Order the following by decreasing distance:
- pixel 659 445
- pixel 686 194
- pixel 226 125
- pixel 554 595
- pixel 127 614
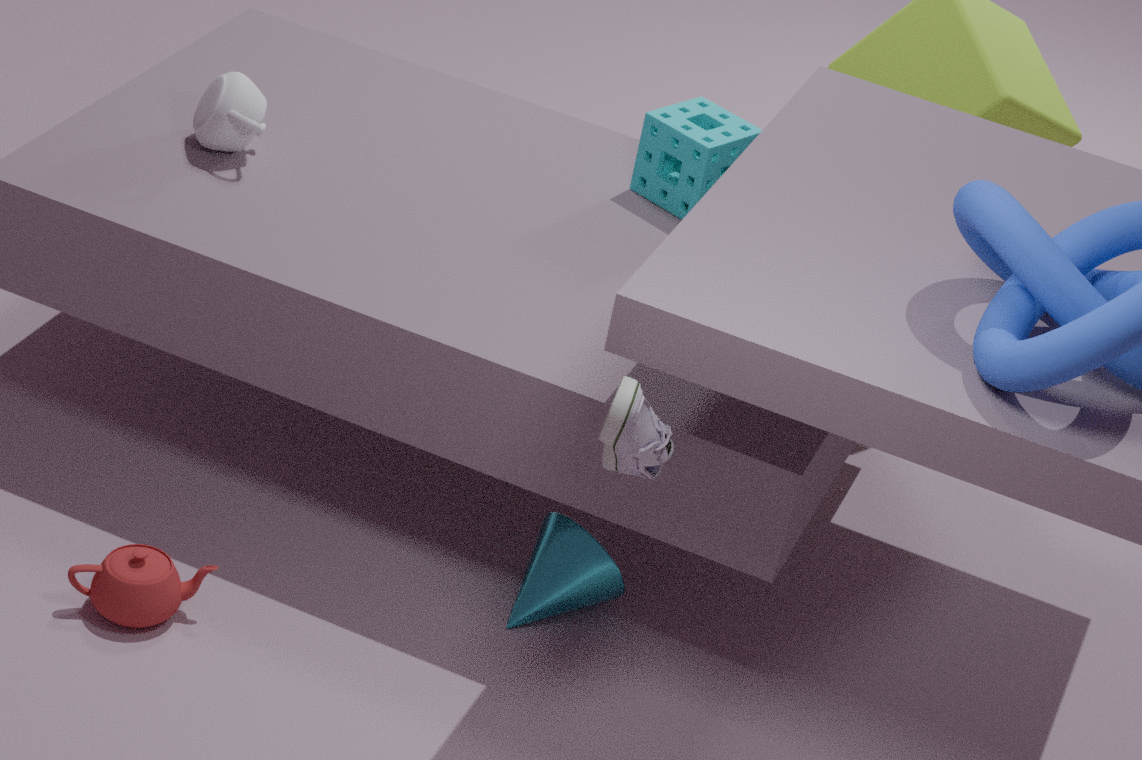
pixel 686 194 → pixel 226 125 → pixel 554 595 → pixel 127 614 → pixel 659 445
